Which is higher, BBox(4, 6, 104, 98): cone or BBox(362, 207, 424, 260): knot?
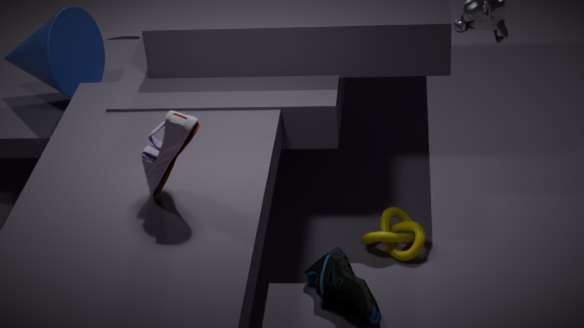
BBox(4, 6, 104, 98): cone
